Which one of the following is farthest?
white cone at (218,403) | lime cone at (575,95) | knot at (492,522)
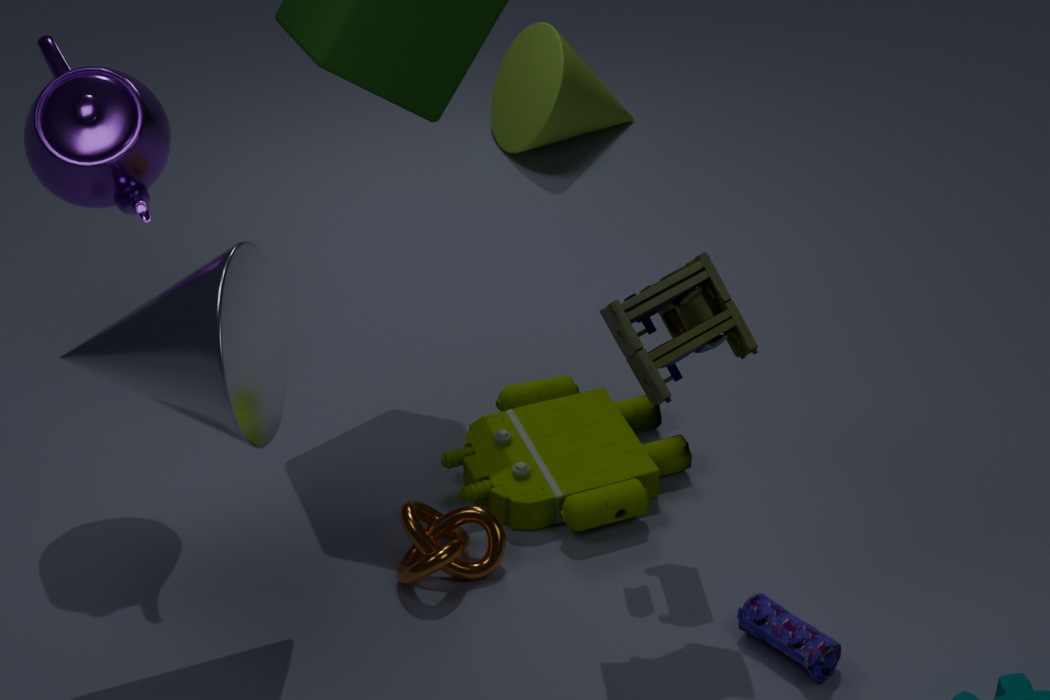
lime cone at (575,95)
